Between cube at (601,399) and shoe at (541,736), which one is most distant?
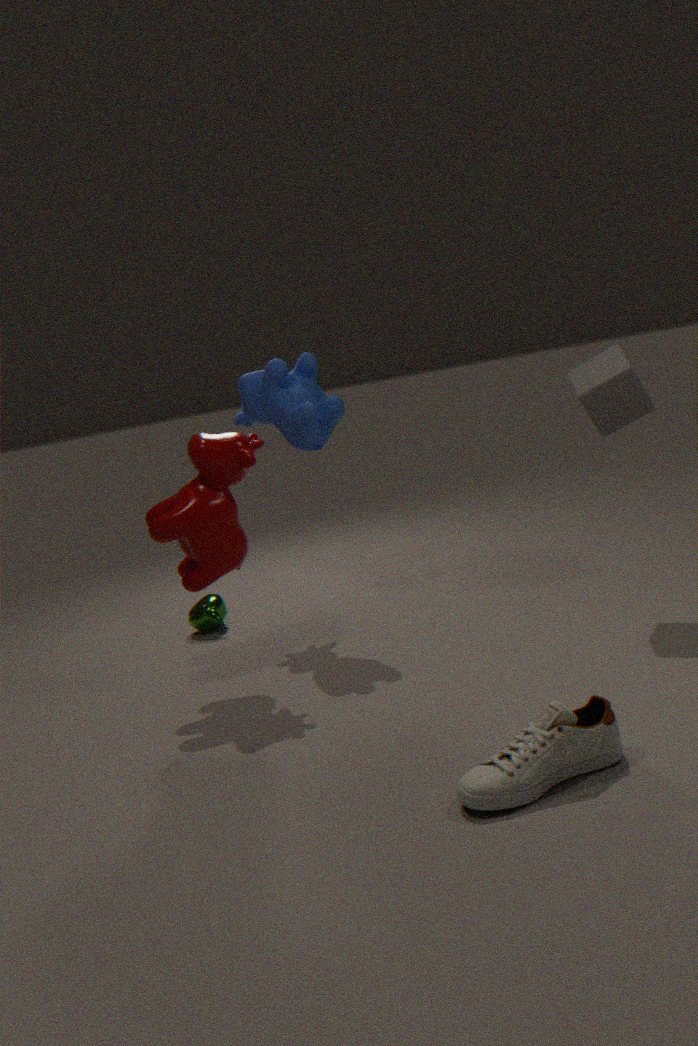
cube at (601,399)
